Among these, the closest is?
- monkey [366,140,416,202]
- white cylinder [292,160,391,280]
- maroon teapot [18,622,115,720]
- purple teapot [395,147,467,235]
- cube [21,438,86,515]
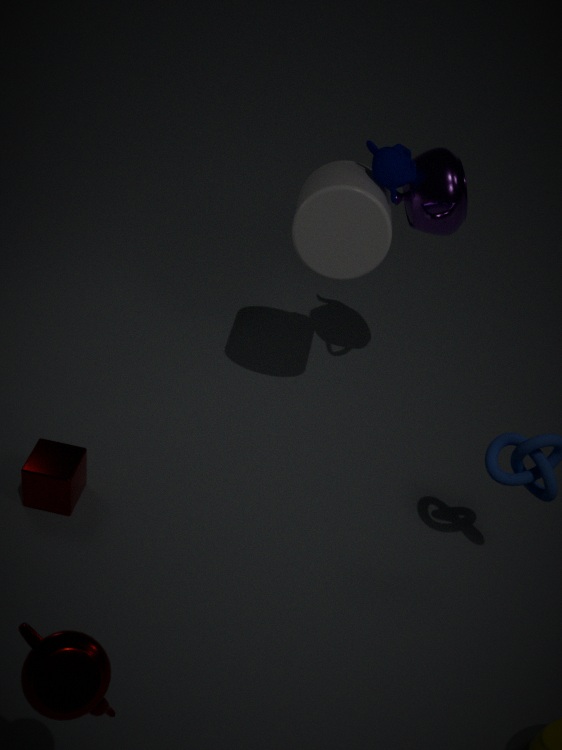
maroon teapot [18,622,115,720]
